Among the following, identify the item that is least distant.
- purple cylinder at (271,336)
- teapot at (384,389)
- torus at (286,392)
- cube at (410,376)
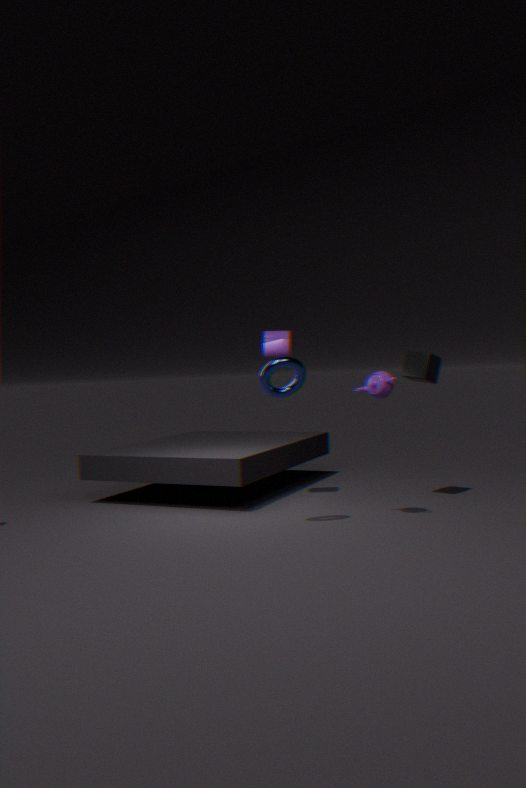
torus at (286,392)
